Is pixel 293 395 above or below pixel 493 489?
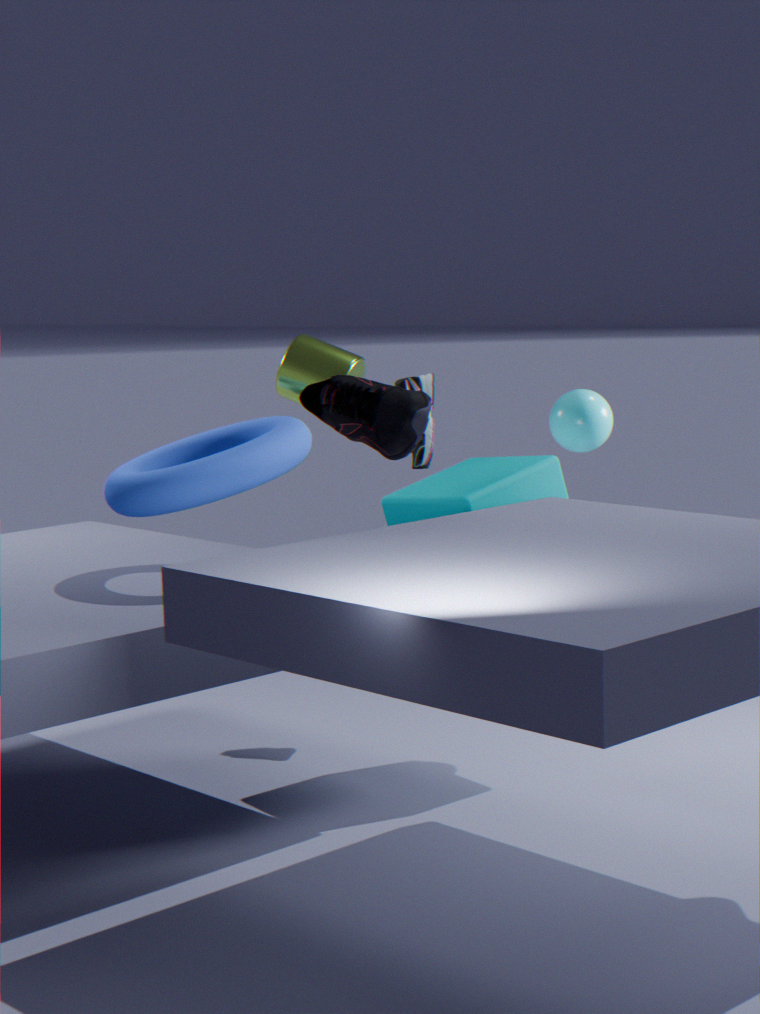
above
